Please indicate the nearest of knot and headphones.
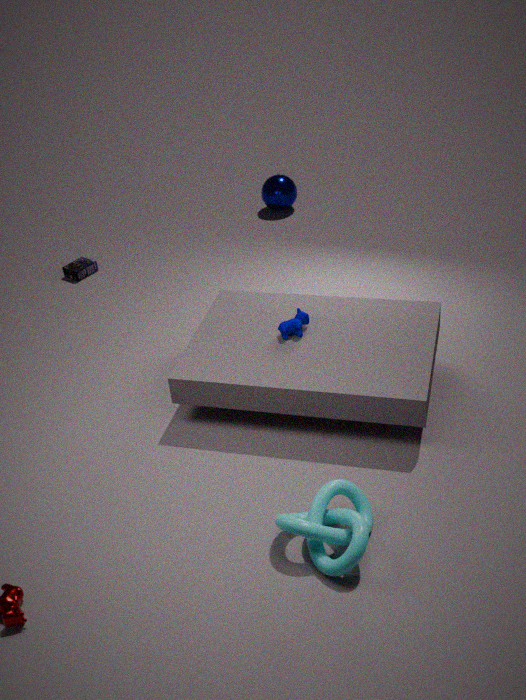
knot
